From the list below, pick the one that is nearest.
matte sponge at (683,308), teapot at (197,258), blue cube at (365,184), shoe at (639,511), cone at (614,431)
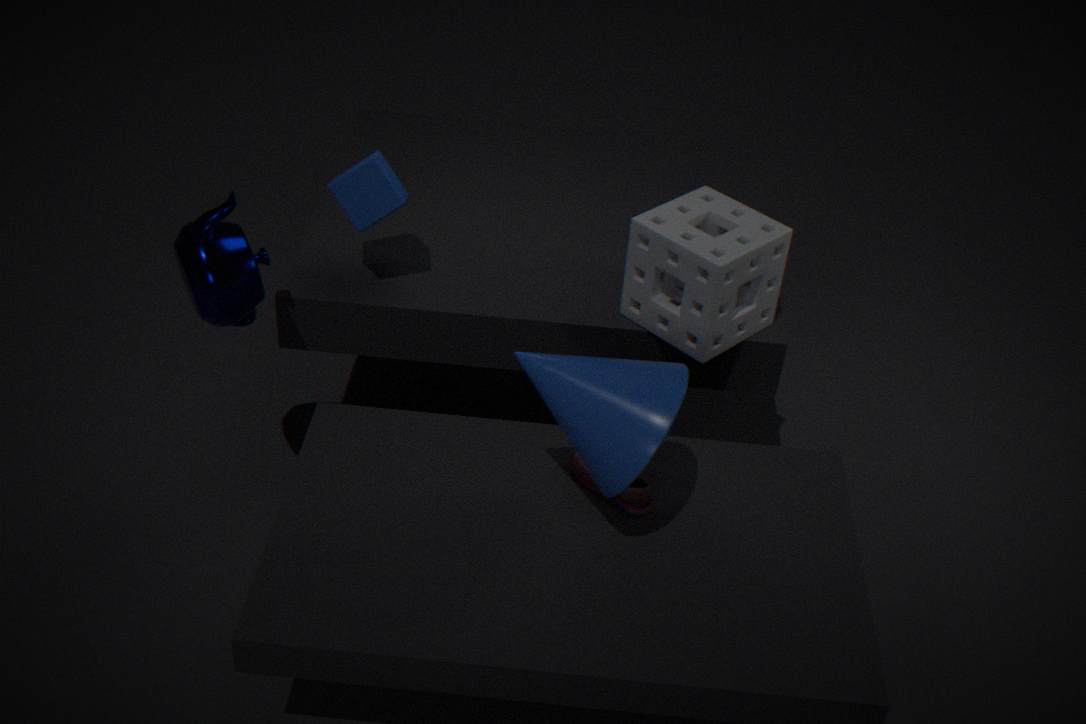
cone at (614,431)
